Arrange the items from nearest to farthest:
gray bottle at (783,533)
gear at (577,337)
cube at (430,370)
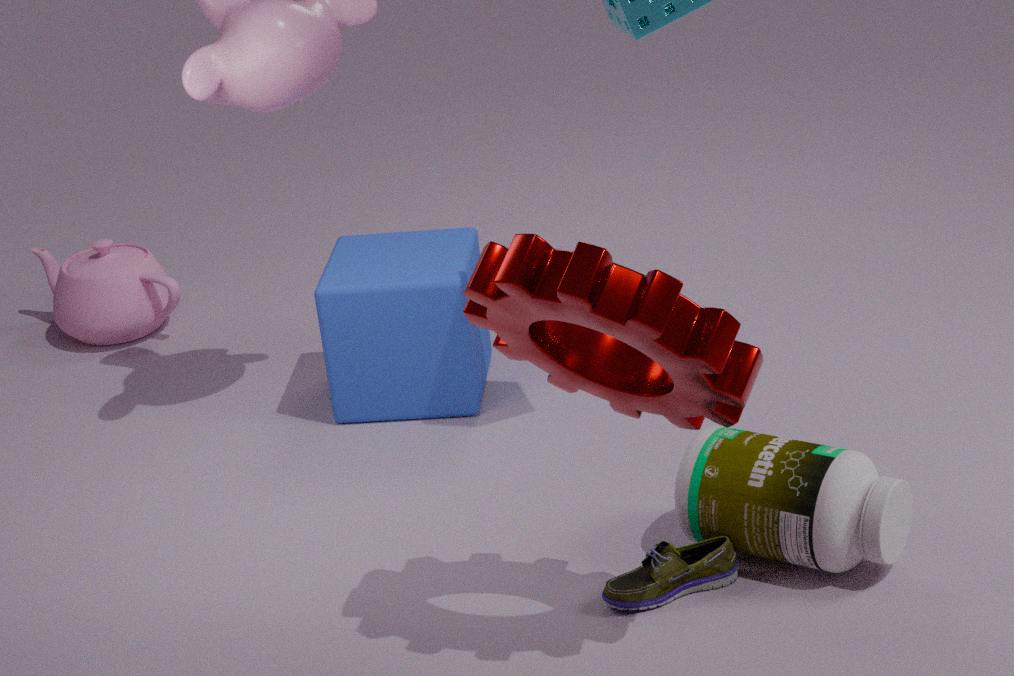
gear at (577,337) < gray bottle at (783,533) < cube at (430,370)
